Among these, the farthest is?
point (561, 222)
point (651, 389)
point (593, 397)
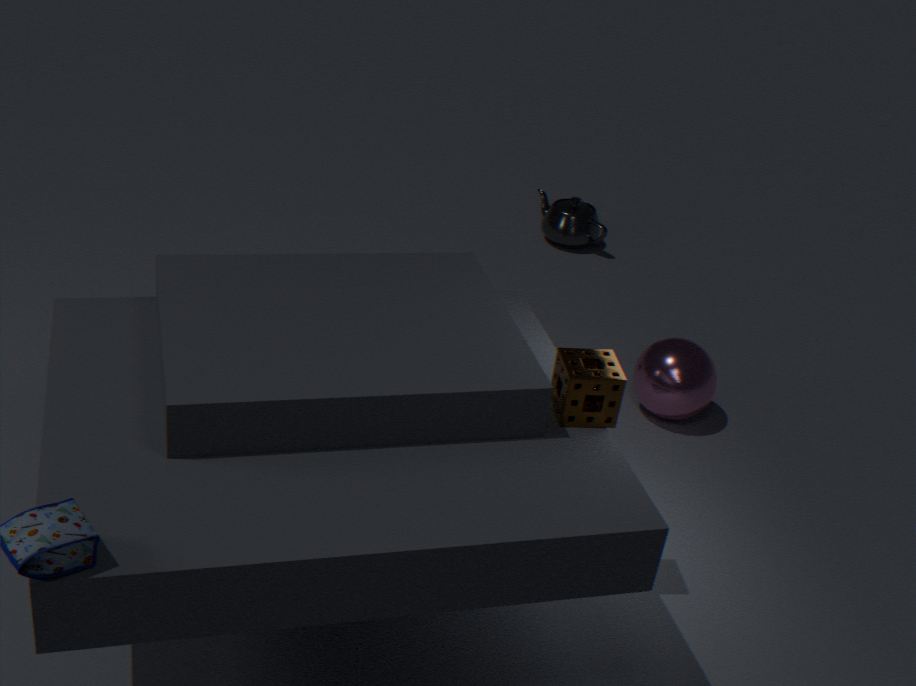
point (561, 222)
